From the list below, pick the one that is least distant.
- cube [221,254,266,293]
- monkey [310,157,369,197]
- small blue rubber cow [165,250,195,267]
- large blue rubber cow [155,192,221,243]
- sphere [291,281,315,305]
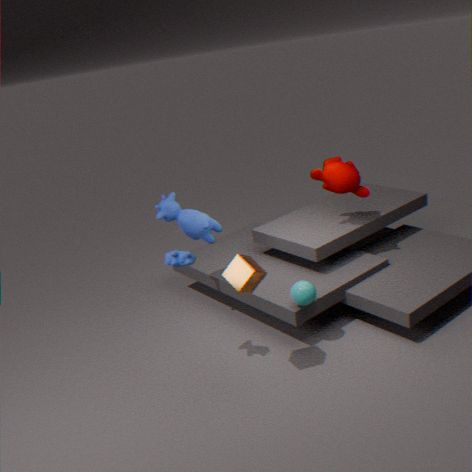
cube [221,254,266,293]
